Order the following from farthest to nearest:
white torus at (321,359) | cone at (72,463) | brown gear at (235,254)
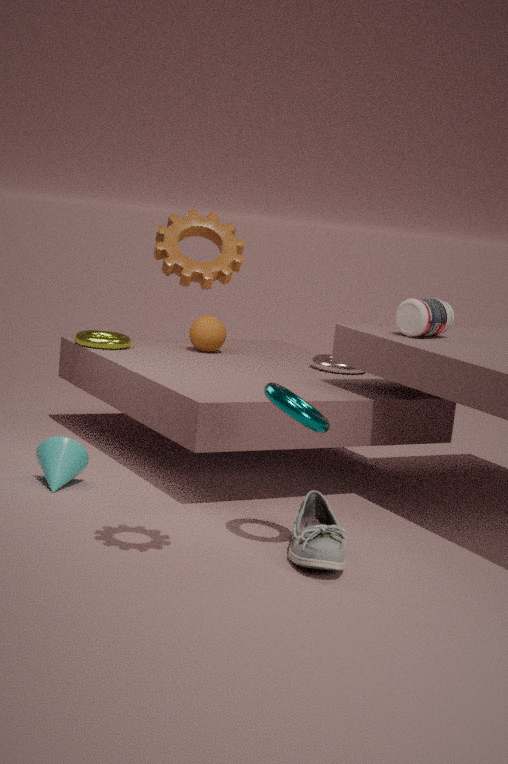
white torus at (321,359) < cone at (72,463) < brown gear at (235,254)
